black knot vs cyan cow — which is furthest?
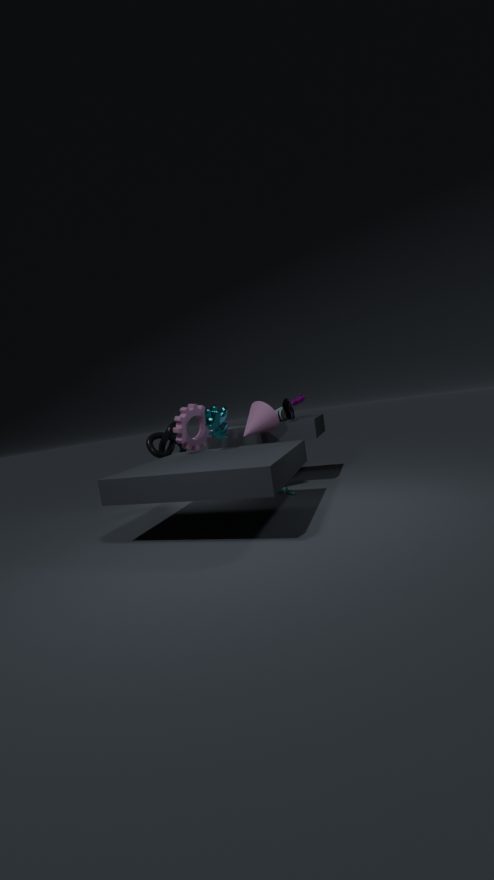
black knot
